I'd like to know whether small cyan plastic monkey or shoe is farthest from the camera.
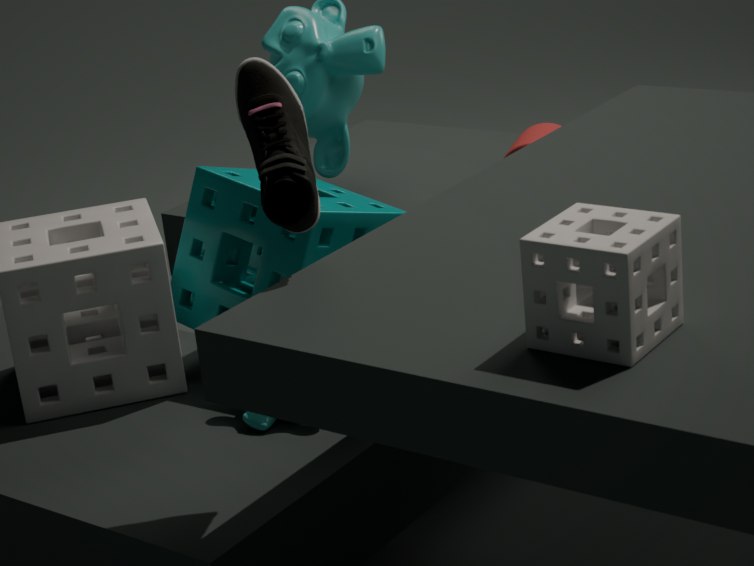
small cyan plastic monkey
